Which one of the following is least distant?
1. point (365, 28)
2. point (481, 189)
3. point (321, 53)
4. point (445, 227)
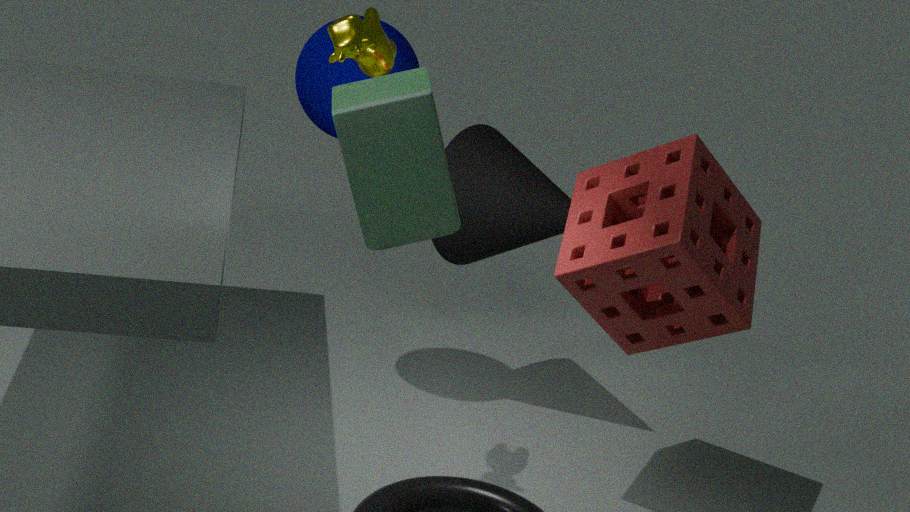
point (445, 227)
